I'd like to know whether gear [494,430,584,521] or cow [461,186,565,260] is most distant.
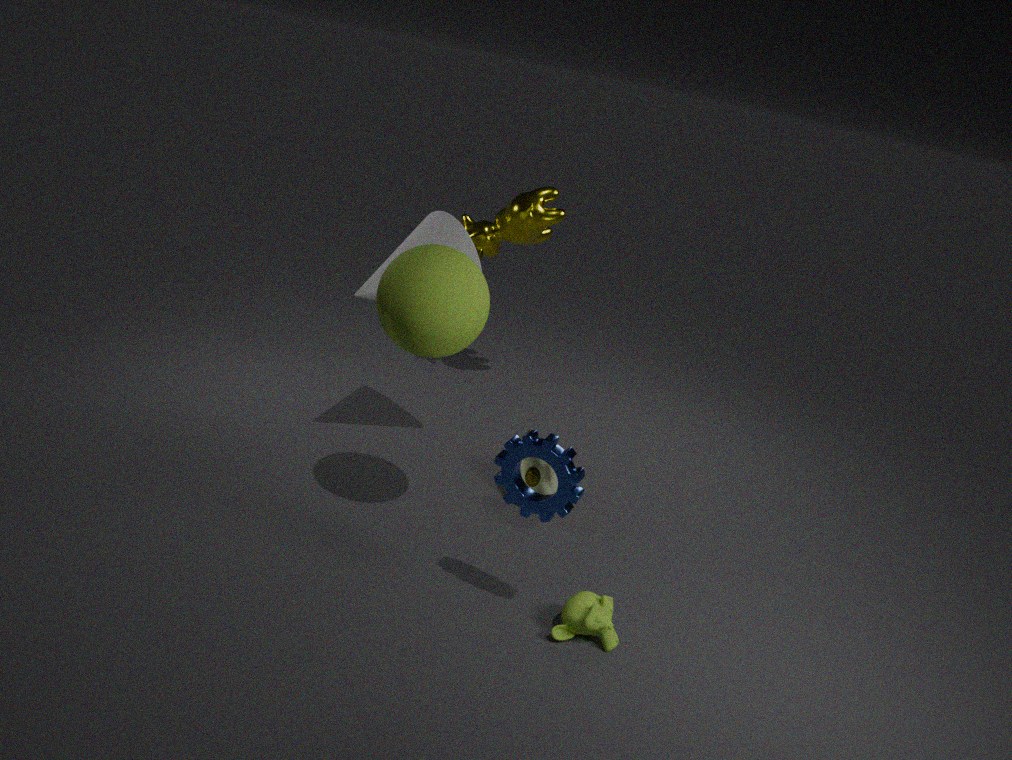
cow [461,186,565,260]
